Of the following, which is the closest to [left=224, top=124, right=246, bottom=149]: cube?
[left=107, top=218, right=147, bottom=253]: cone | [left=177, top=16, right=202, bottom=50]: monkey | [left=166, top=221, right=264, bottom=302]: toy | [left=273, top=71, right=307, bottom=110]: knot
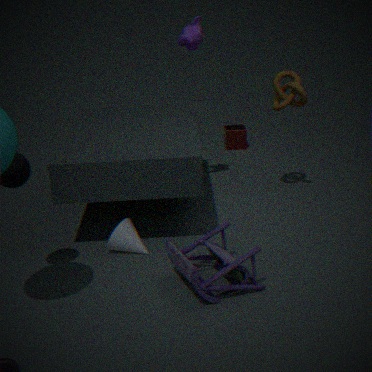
[left=273, top=71, right=307, bottom=110]: knot
